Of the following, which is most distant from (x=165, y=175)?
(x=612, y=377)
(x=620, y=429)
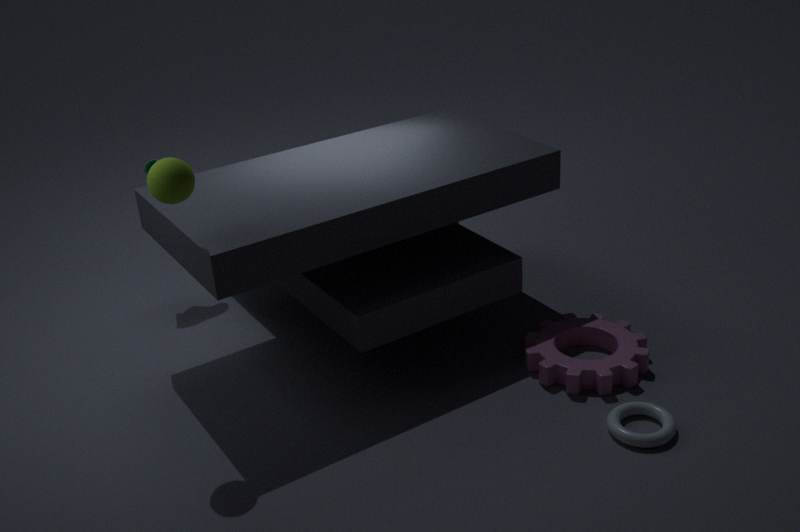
(x=620, y=429)
